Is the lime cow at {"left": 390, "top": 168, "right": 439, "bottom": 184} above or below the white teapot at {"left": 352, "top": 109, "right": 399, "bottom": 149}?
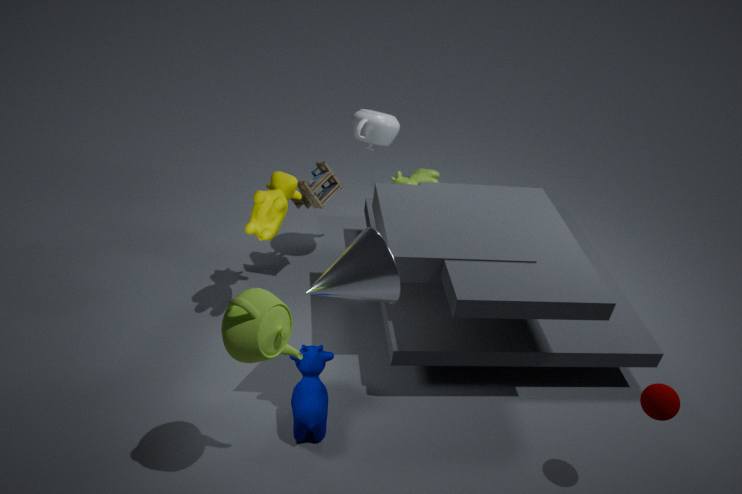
below
